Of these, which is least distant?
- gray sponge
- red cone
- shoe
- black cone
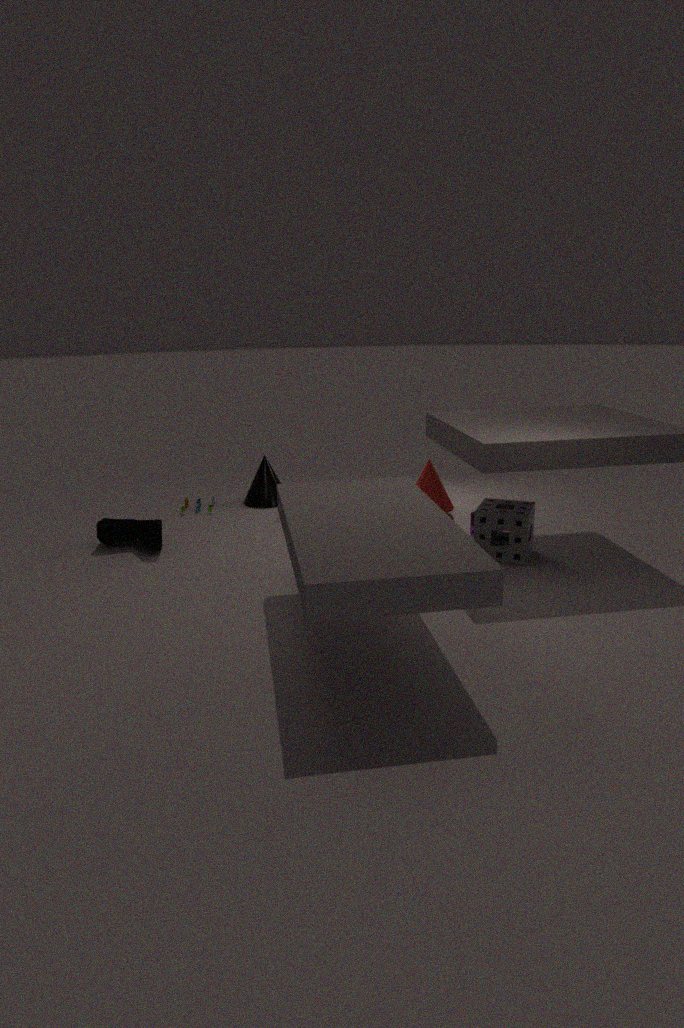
gray sponge
